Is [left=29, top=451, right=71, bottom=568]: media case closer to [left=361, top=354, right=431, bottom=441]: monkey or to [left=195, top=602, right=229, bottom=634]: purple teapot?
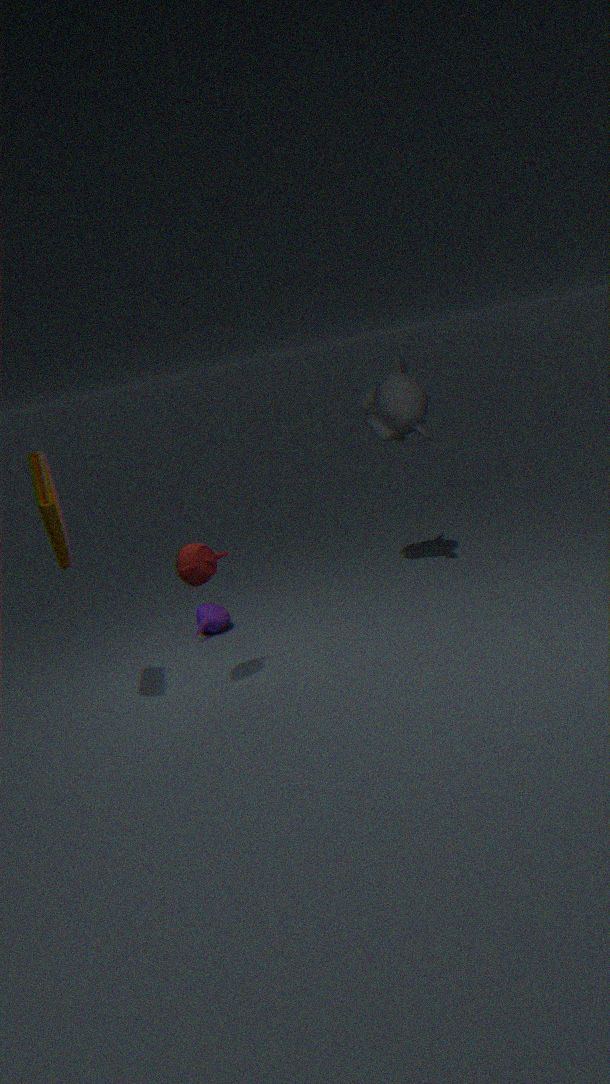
[left=195, top=602, right=229, bottom=634]: purple teapot
